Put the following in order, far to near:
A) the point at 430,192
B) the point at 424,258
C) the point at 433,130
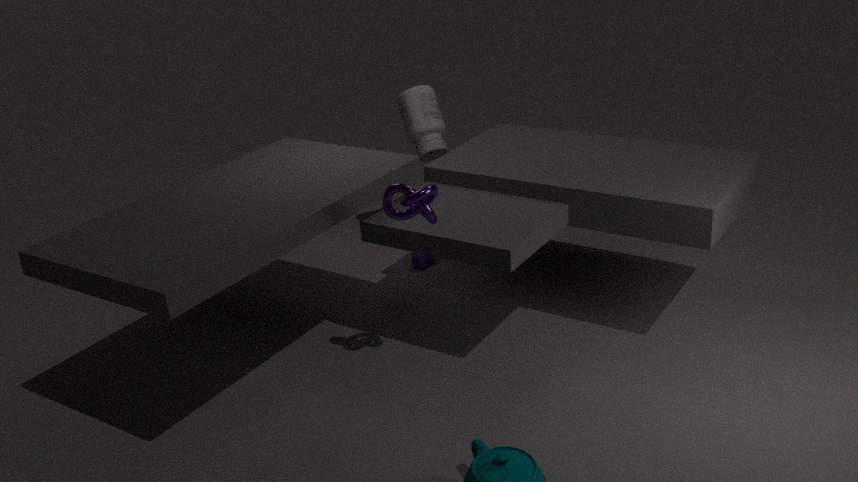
the point at 433,130
the point at 424,258
the point at 430,192
